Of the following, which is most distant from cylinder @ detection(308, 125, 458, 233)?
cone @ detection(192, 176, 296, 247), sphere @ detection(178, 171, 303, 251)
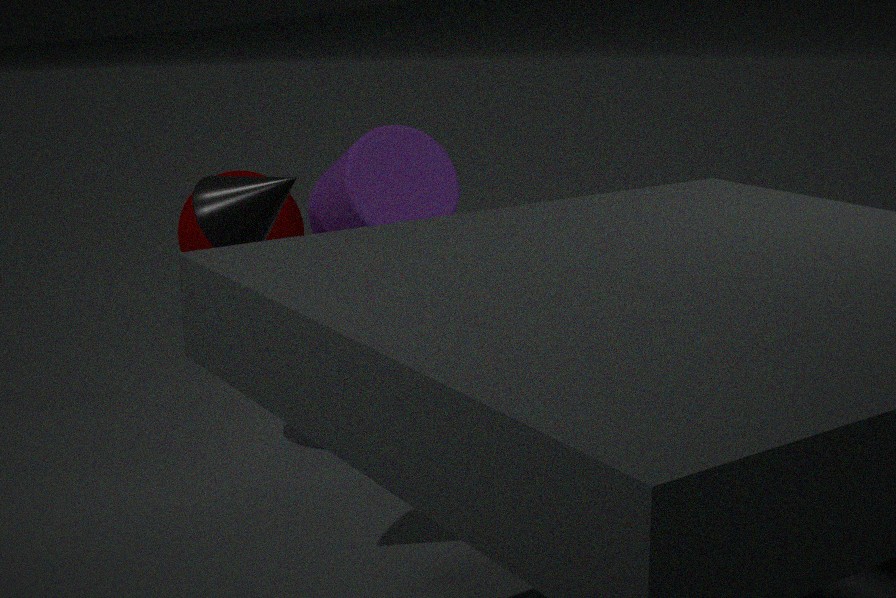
cone @ detection(192, 176, 296, 247)
